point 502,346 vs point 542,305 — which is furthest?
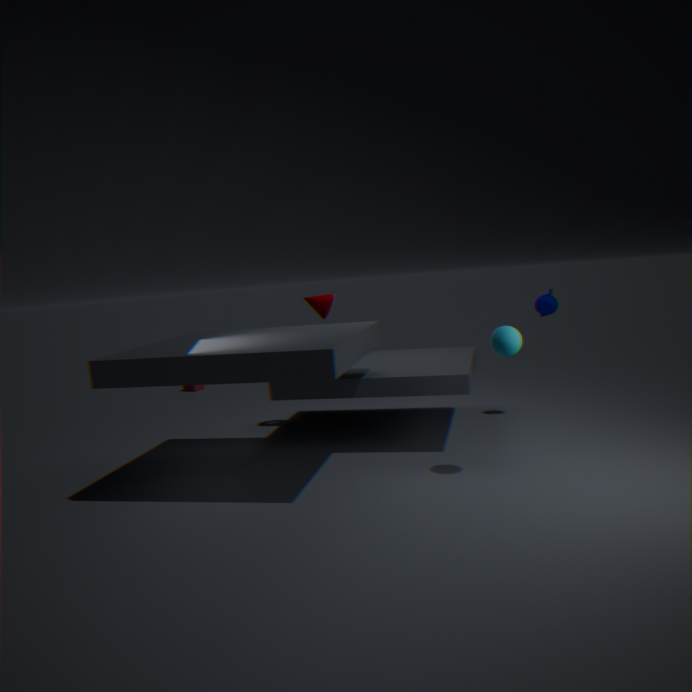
point 542,305
